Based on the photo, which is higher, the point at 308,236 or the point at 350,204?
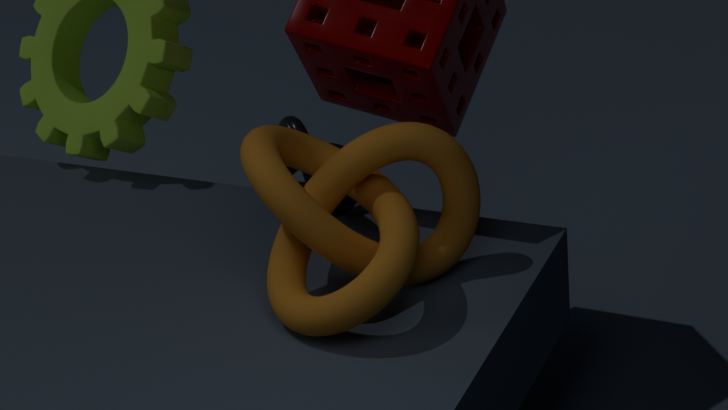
the point at 308,236
